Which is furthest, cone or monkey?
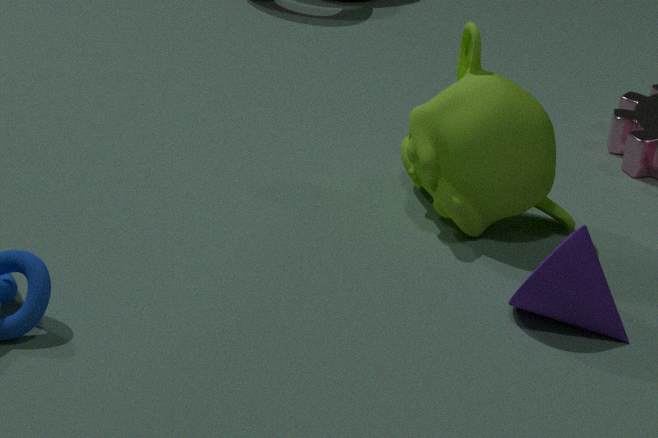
monkey
